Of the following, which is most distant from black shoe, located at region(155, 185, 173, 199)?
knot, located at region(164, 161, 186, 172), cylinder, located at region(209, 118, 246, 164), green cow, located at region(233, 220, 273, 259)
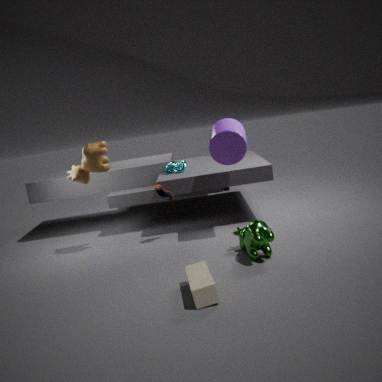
green cow, located at region(233, 220, 273, 259)
